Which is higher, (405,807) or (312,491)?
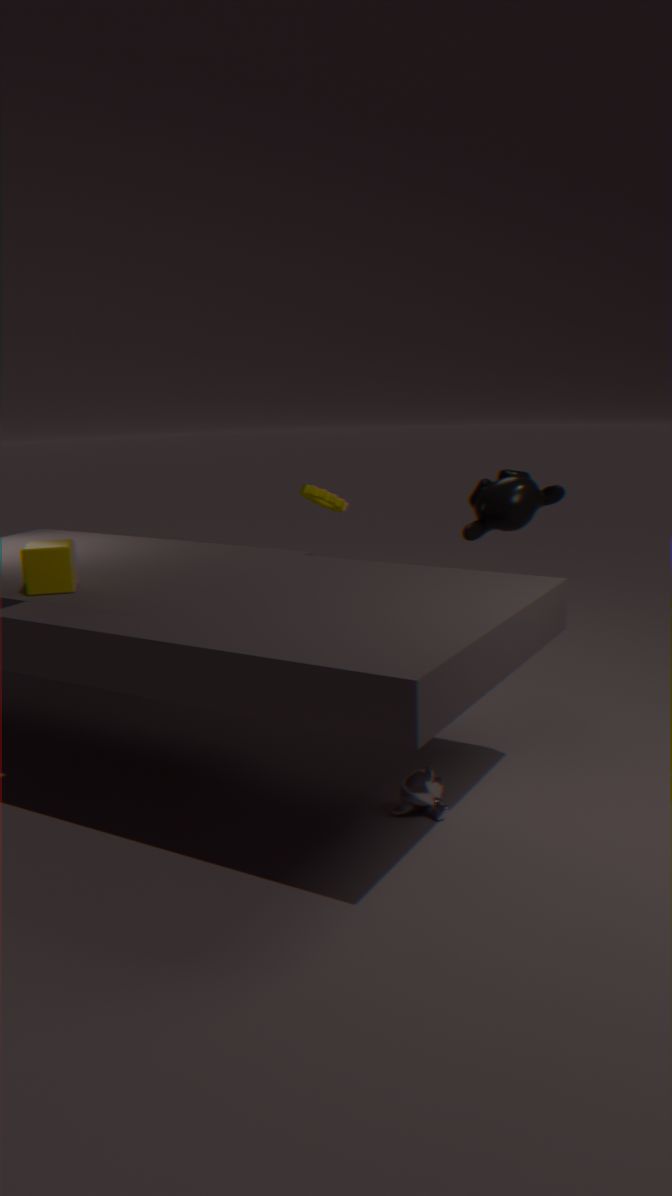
(312,491)
